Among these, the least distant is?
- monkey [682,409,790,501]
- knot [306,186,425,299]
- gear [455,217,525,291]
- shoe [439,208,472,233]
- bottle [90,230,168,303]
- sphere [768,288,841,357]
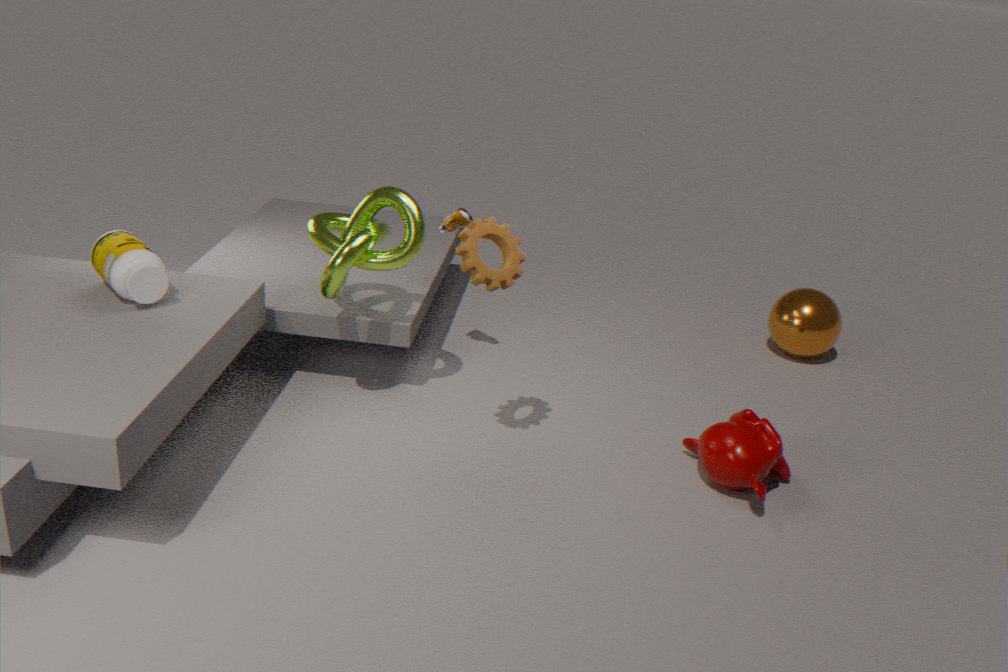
gear [455,217,525,291]
